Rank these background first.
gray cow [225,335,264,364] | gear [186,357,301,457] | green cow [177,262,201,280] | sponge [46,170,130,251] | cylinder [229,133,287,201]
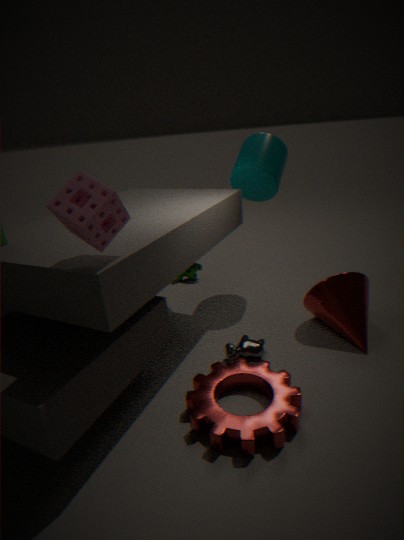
1. green cow [177,262,201,280]
2. cylinder [229,133,287,201]
3. gray cow [225,335,264,364]
4. gear [186,357,301,457]
5. sponge [46,170,130,251]
